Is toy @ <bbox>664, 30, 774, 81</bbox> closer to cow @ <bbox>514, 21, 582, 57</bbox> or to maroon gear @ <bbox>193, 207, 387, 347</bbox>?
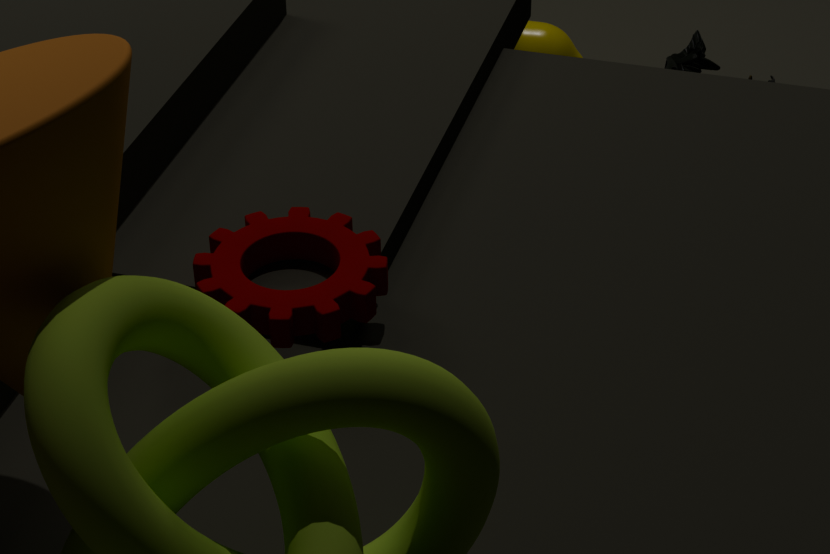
cow @ <bbox>514, 21, 582, 57</bbox>
